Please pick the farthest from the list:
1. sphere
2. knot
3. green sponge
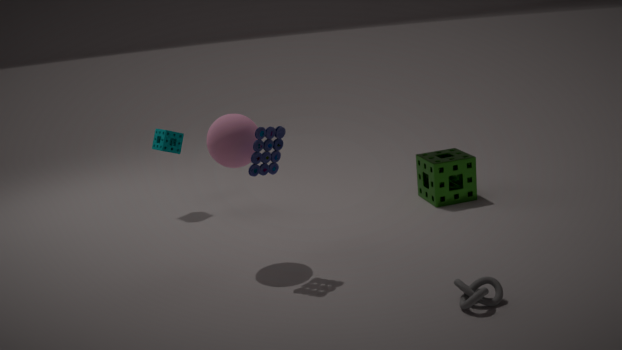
green sponge
